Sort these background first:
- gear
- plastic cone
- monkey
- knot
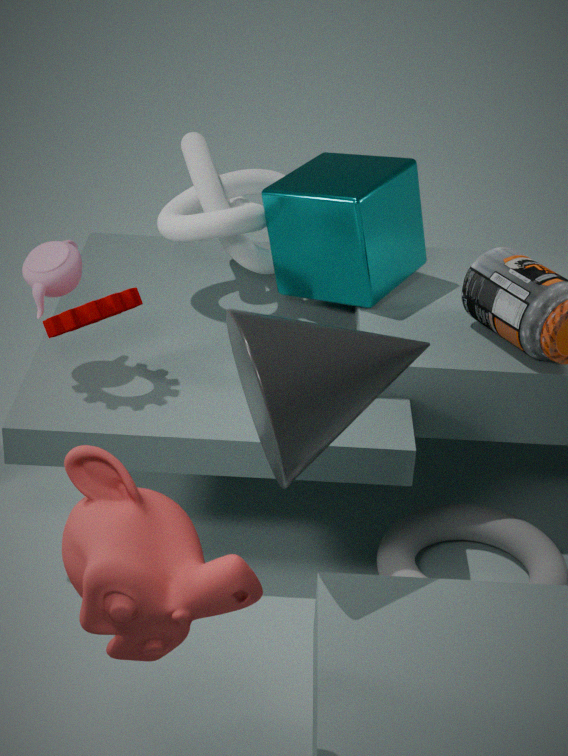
knot, gear, plastic cone, monkey
